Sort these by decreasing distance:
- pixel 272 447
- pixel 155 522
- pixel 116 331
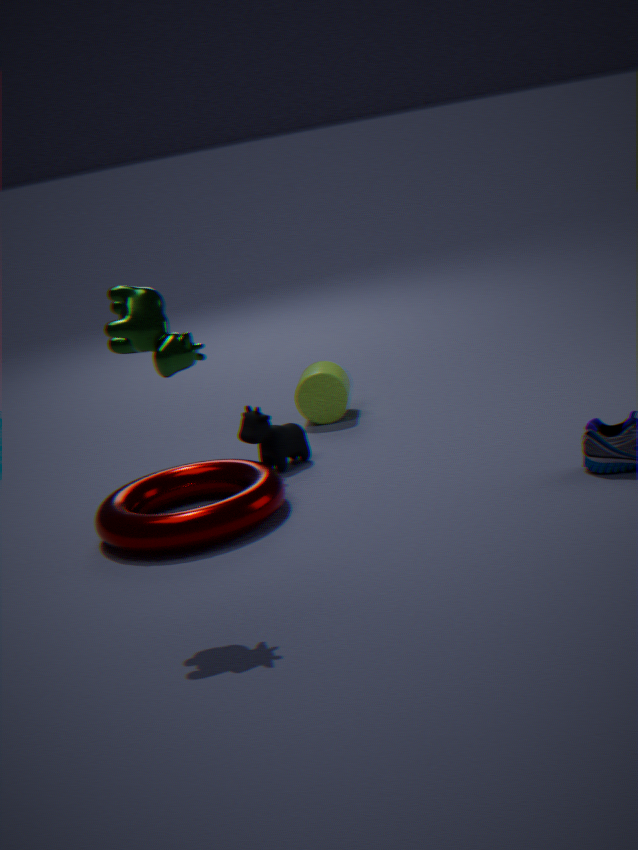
pixel 272 447 → pixel 155 522 → pixel 116 331
